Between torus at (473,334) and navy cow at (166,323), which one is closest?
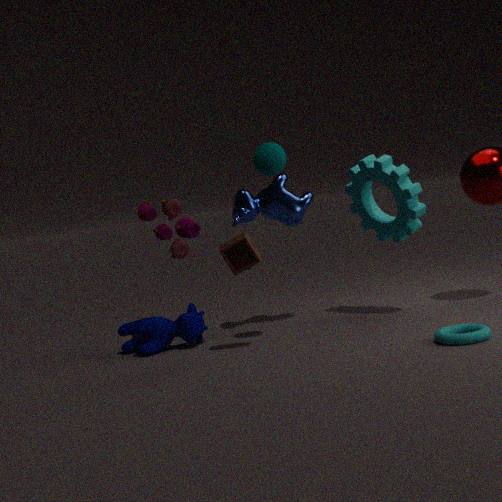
torus at (473,334)
